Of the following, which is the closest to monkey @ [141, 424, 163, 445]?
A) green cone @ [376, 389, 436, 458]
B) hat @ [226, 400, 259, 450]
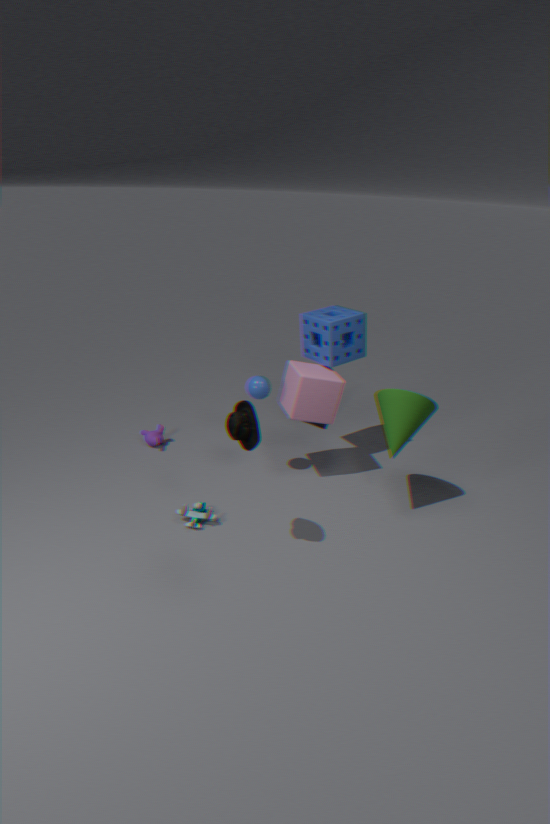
hat @ [226, 400, 259, 450]
